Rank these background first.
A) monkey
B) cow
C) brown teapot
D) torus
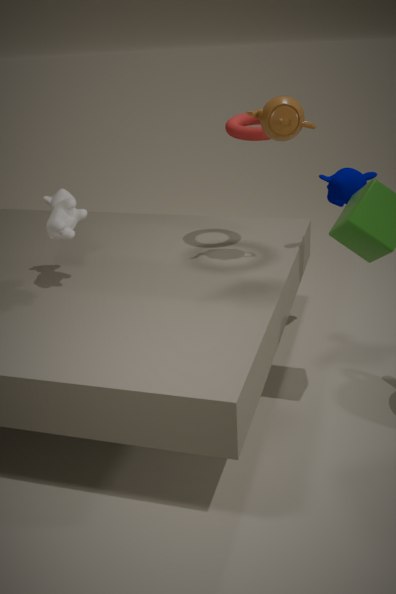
monkey, torus, cow, brown teapot
